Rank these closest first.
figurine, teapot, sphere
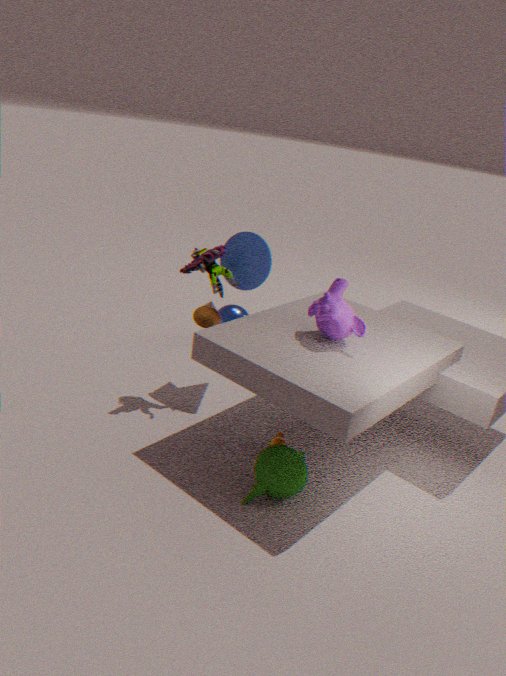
teapot < figurine < sphere
